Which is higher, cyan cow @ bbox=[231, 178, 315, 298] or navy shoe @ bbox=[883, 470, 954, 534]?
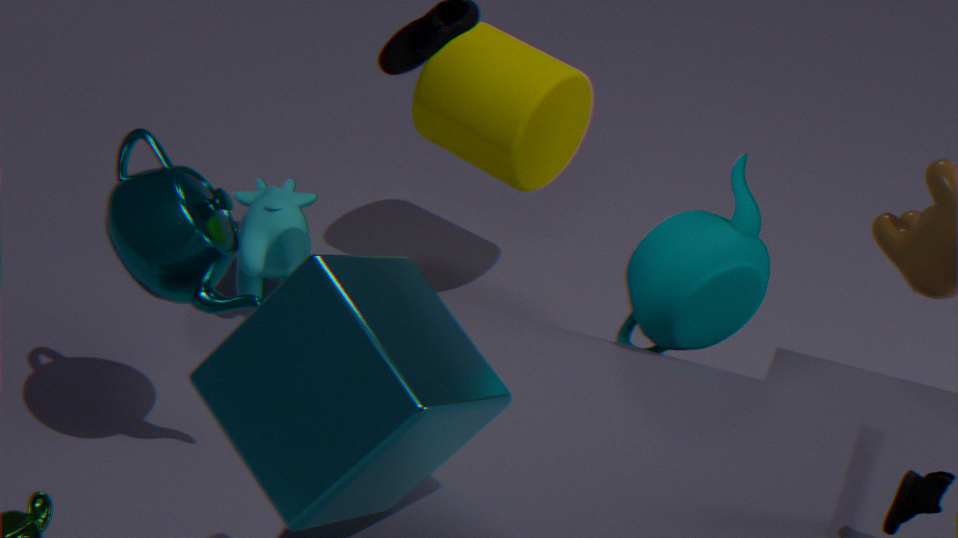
navy shoe @ bbox=[883, 470, 954, 534]
